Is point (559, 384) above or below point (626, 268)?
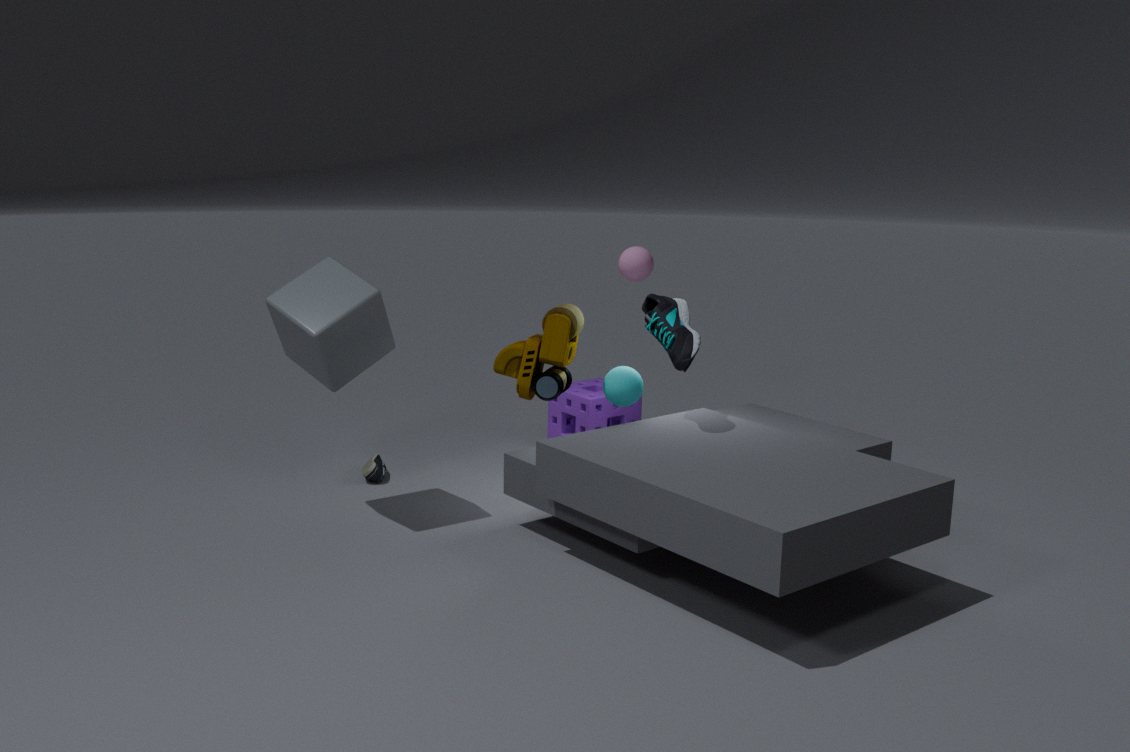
below
